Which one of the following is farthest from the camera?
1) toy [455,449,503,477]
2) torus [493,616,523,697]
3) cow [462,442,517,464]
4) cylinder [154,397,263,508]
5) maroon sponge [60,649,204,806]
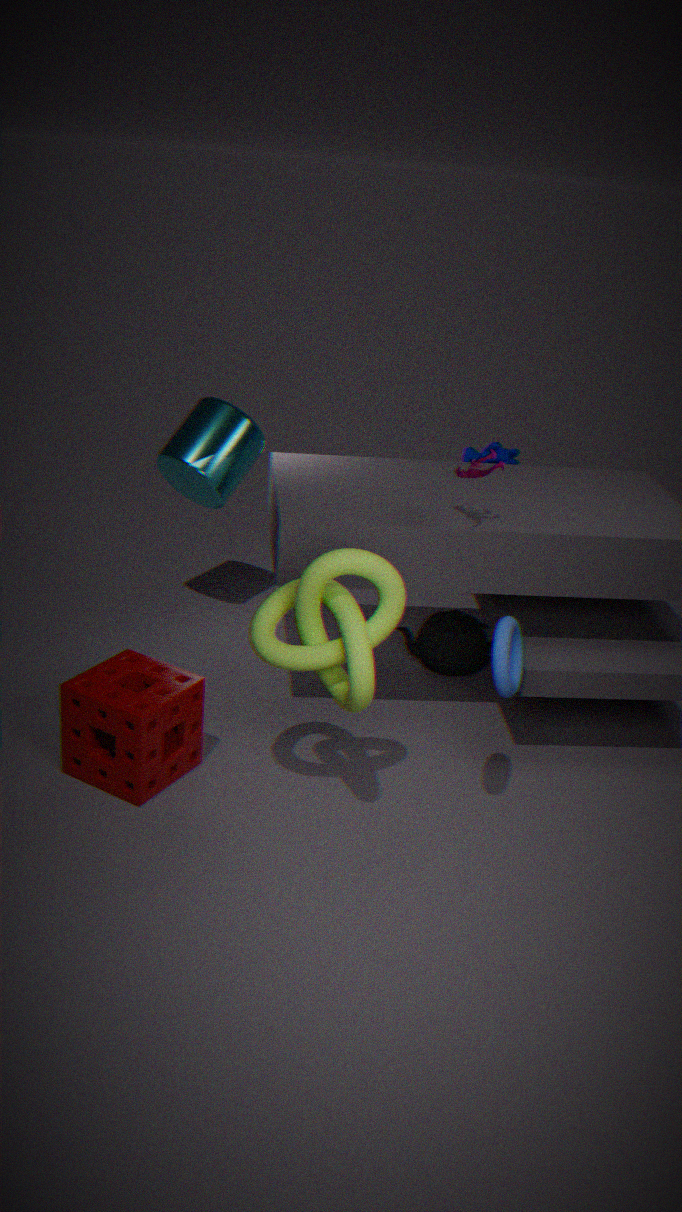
3. cow [462,442,517,464]
